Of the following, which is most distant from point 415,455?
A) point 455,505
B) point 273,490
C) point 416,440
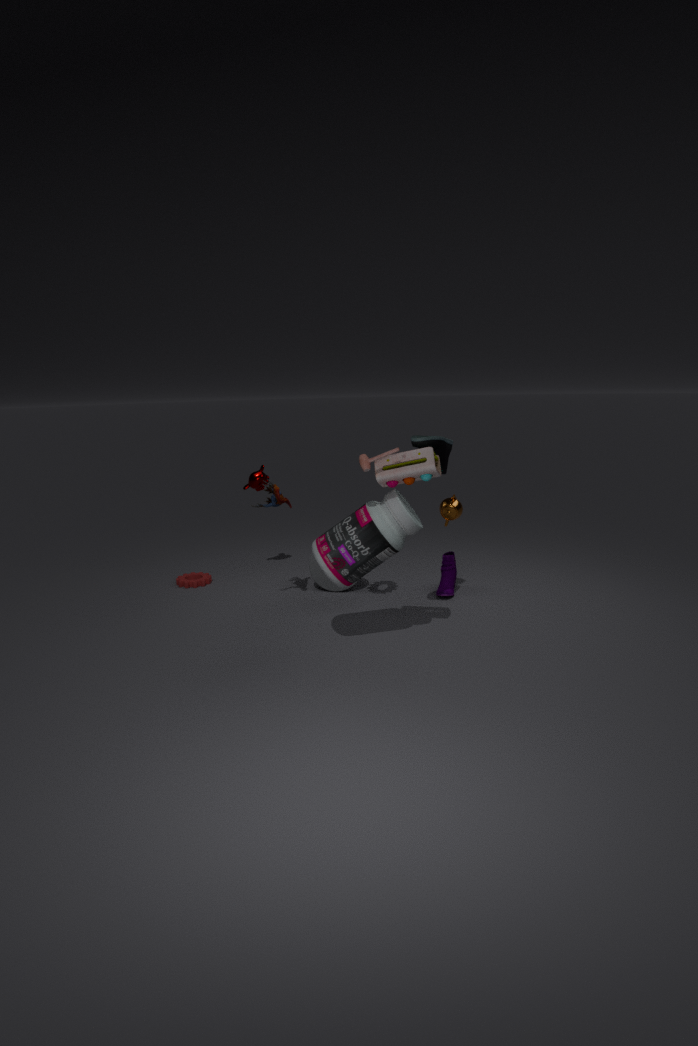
point 273,490
